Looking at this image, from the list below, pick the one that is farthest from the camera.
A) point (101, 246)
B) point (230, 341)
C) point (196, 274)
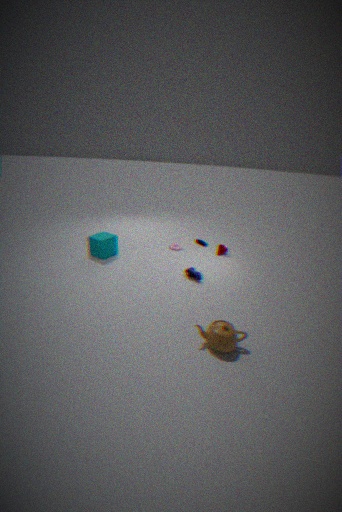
point (101, 246)
